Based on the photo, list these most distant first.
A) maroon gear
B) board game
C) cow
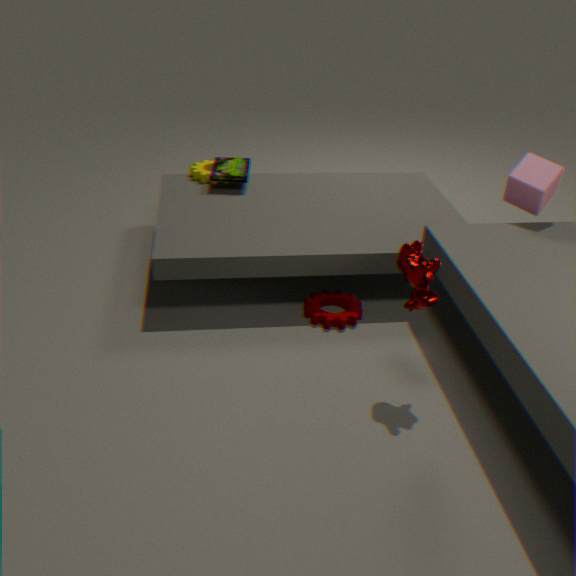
board game, maroon gear, cow
